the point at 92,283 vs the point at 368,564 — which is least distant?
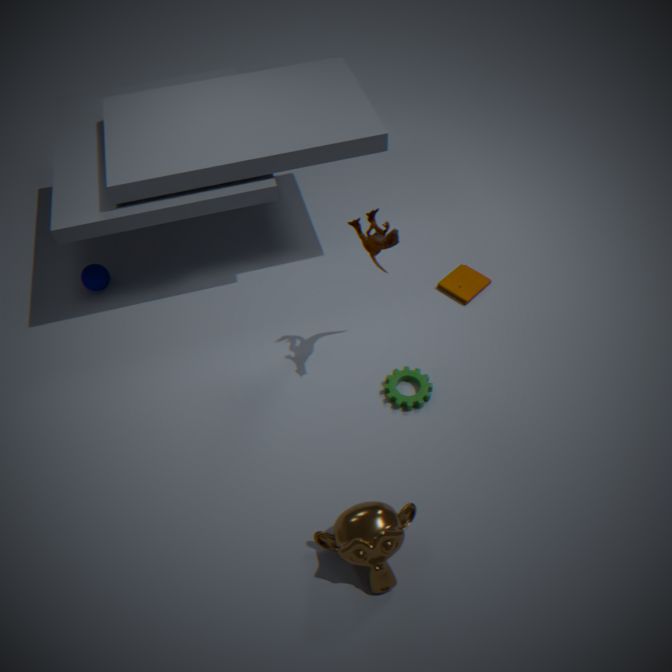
the point at 368,564
